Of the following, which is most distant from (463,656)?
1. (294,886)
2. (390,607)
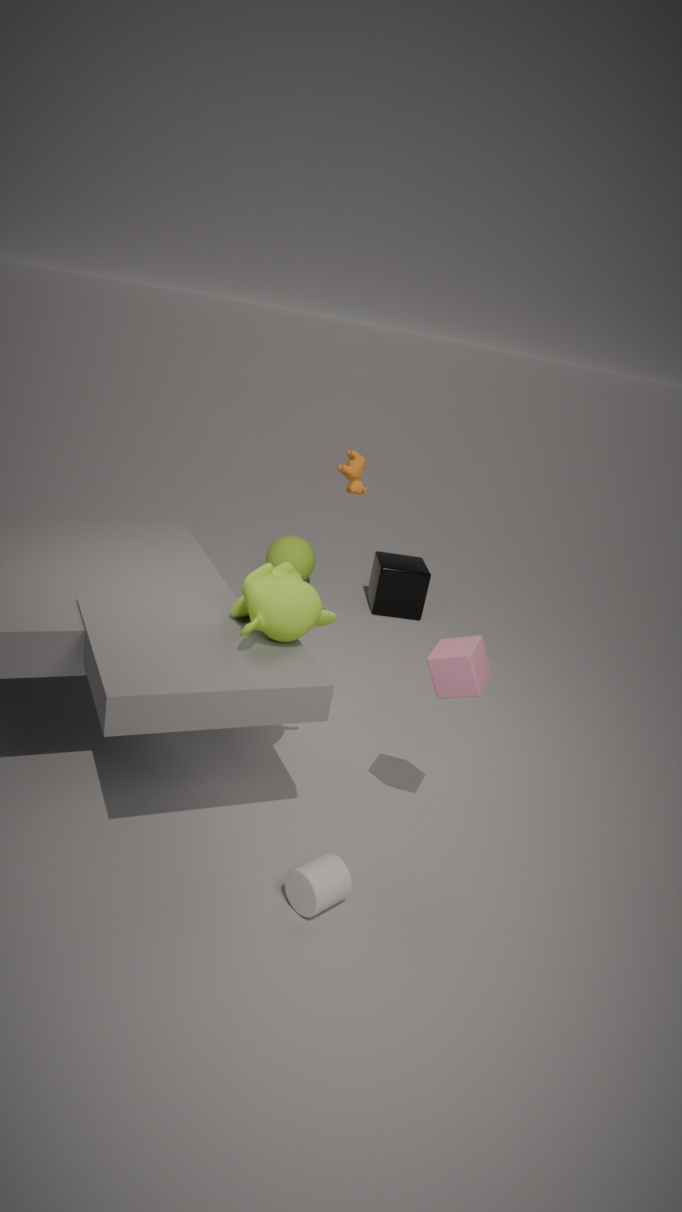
(390,607)
